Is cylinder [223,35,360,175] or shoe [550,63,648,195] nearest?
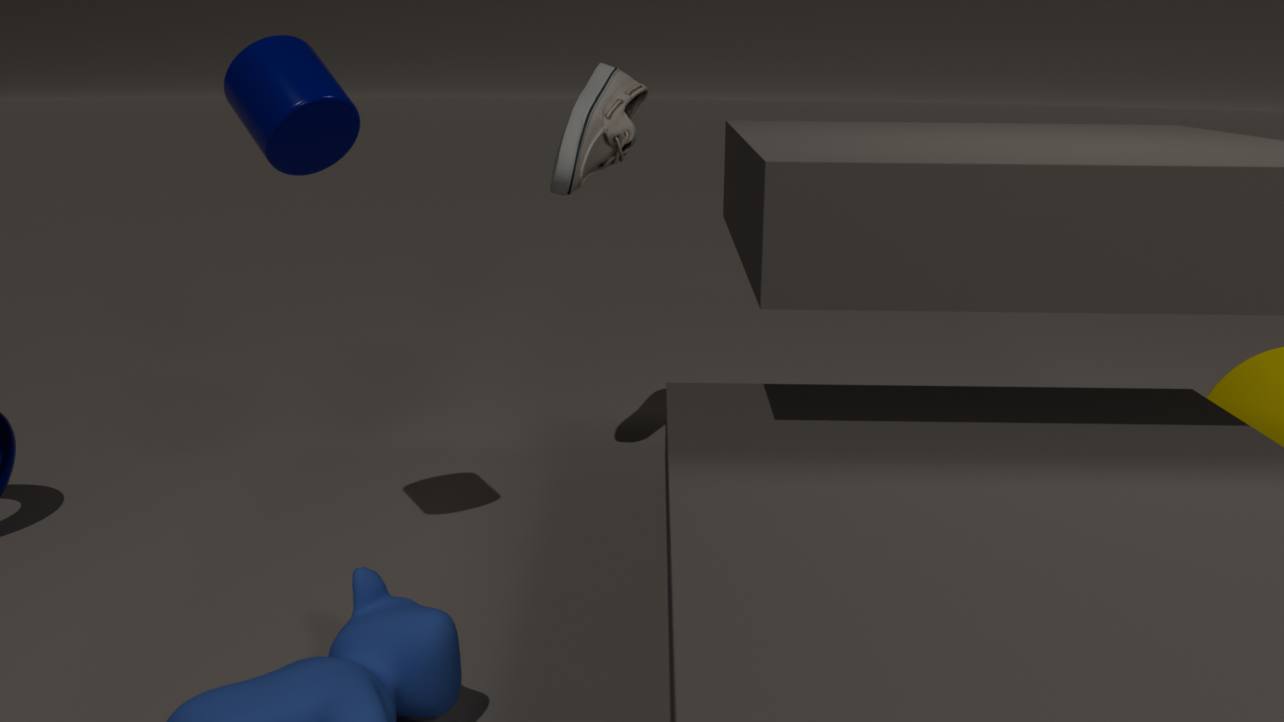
cylinder [223,35,360,175]
